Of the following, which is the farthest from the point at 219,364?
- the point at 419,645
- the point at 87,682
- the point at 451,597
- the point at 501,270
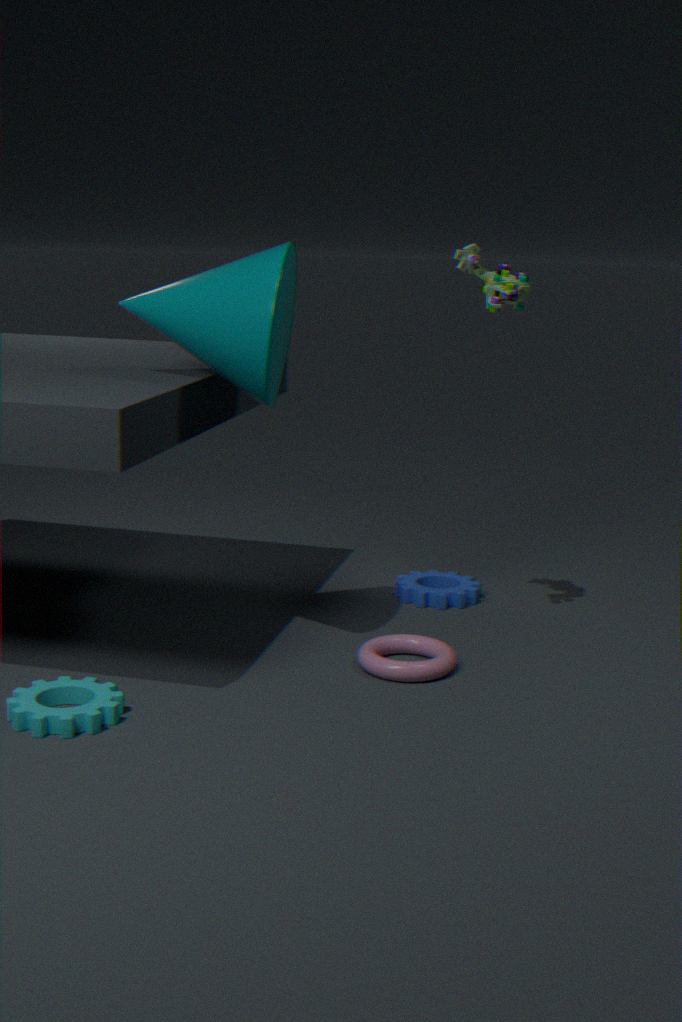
the point at 451,597
